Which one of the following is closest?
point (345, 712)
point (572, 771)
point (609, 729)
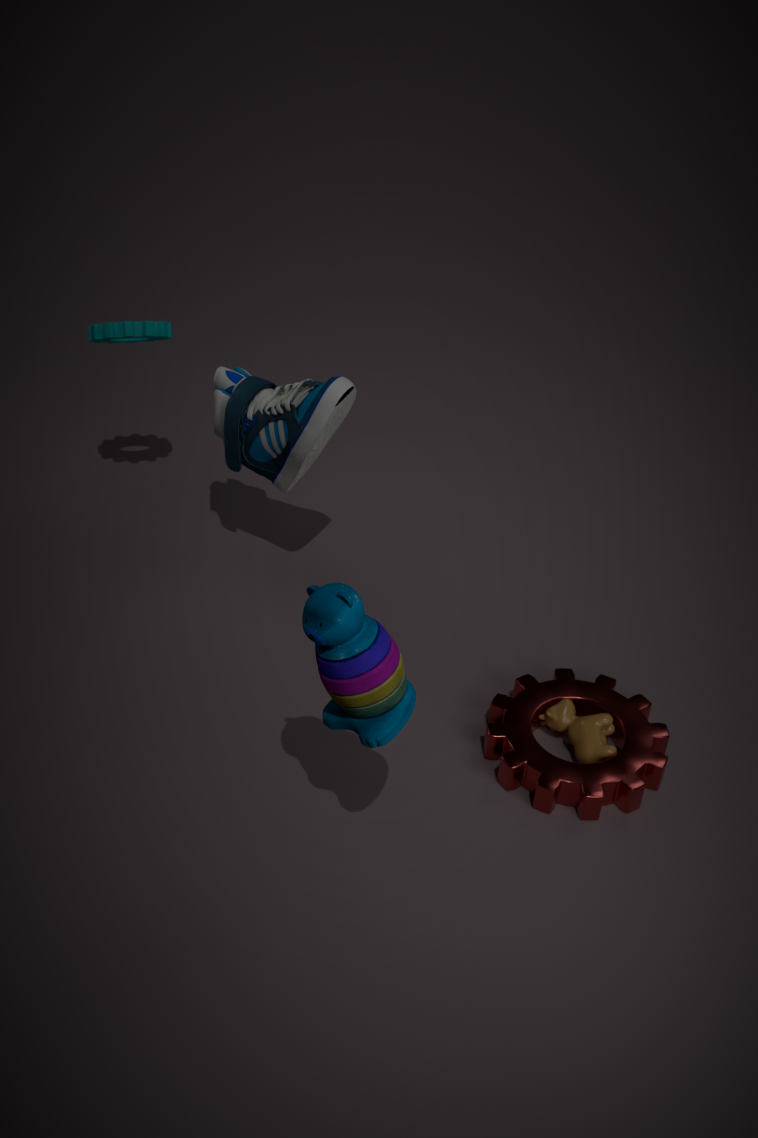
point (345, 712)
